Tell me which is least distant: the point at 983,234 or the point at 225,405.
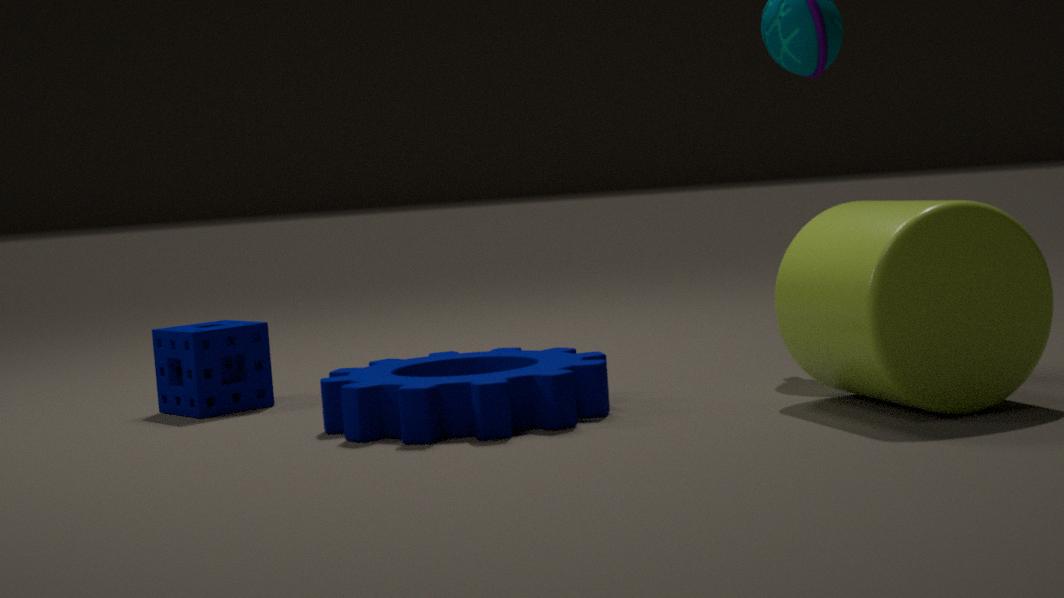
the point at 983,234
